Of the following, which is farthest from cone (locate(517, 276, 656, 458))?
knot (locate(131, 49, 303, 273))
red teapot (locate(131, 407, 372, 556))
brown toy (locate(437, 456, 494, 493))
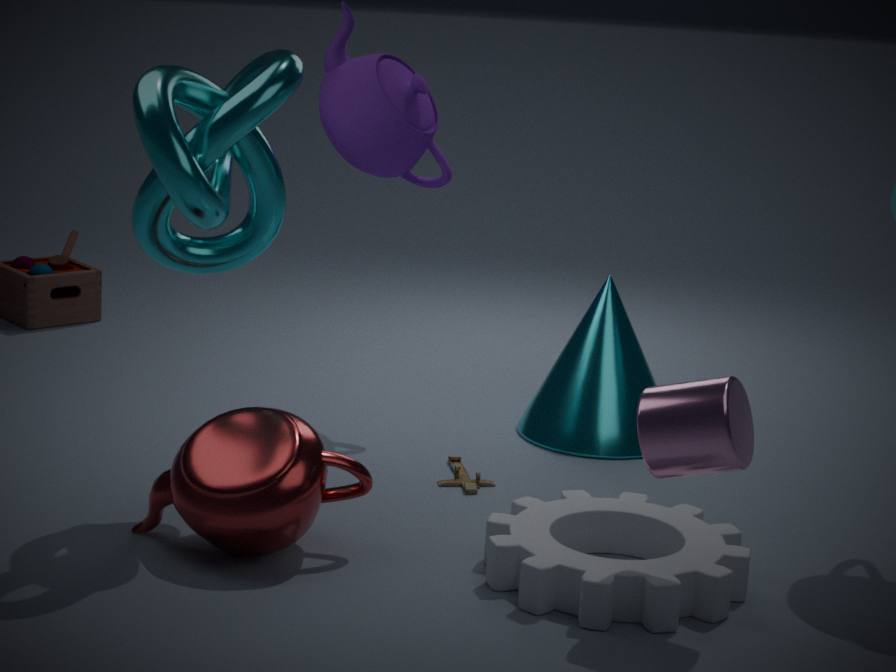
knot (locate(131, 49, 303, 273))
